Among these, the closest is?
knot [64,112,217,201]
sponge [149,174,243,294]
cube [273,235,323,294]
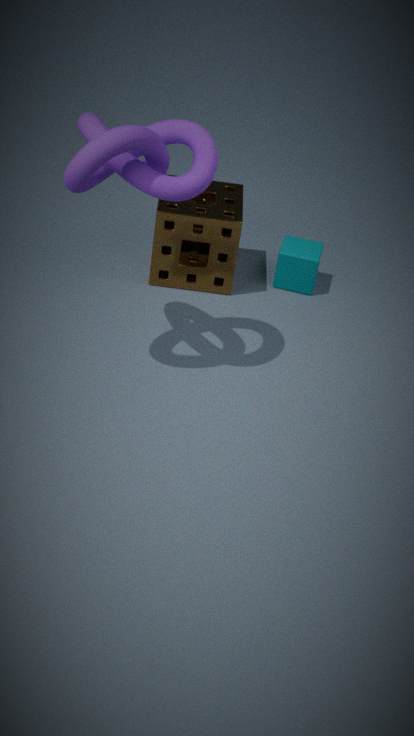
knot [64,112,217,201]
